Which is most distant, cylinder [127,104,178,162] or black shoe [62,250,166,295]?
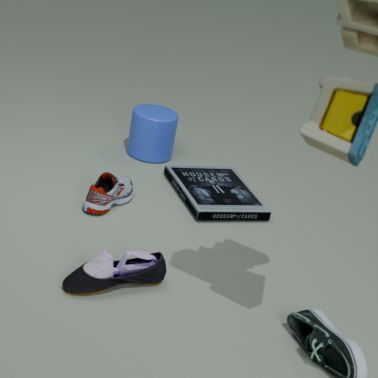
cylinder [127,104,178,162]
